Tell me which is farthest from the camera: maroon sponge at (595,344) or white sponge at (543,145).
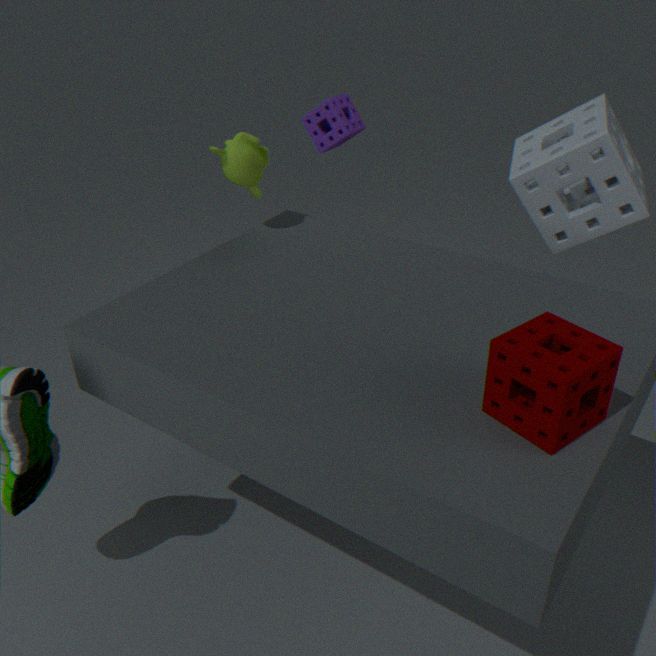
white sponge at (543,145)
